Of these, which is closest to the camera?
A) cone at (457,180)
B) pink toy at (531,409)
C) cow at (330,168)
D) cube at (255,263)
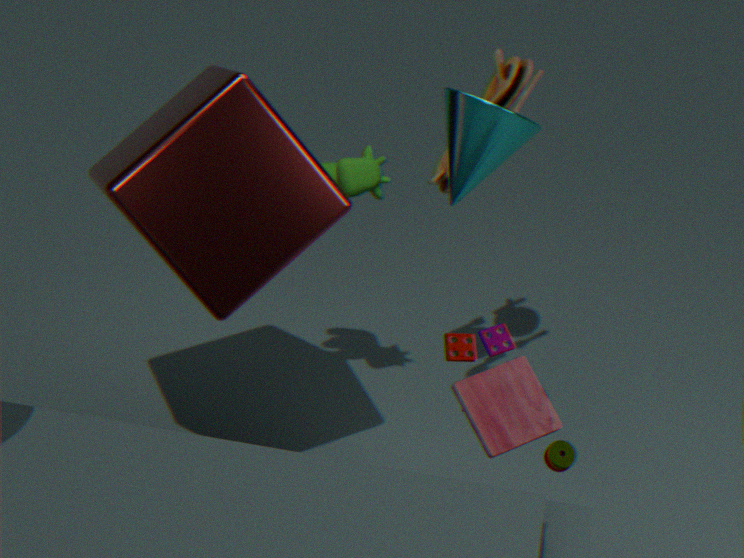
pink toy at (531,409)
